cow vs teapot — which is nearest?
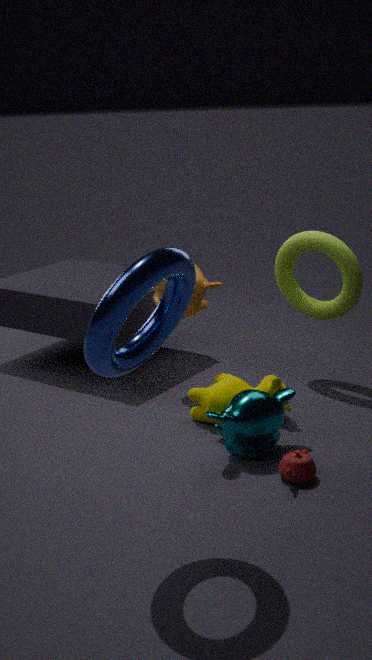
teapot
